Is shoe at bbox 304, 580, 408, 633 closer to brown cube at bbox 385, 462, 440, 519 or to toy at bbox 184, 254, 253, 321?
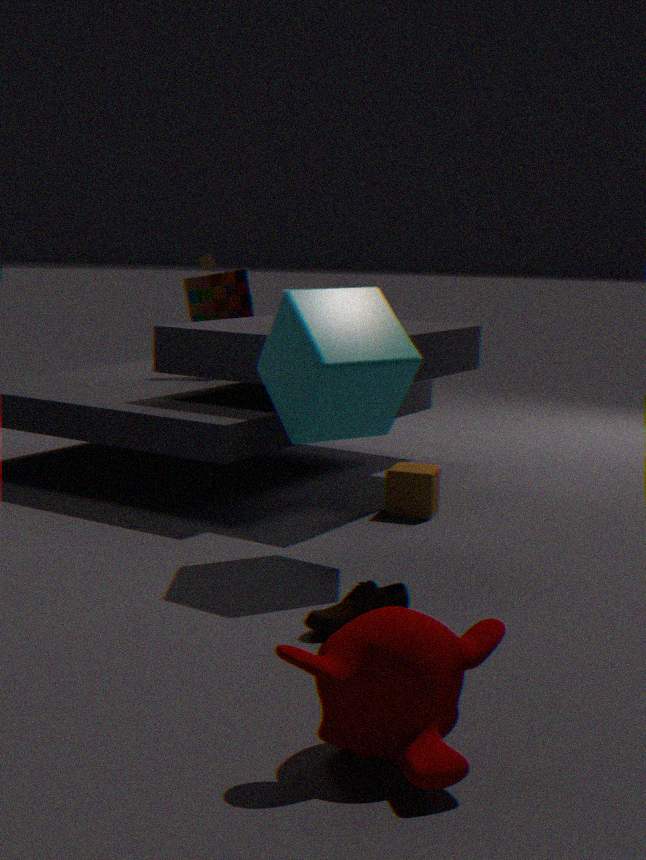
brown cube at bbox 385, 462, 440, 519
